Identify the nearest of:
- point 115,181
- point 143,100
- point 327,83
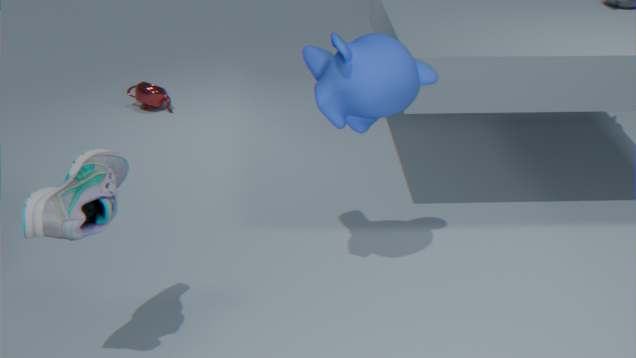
point 115,181
